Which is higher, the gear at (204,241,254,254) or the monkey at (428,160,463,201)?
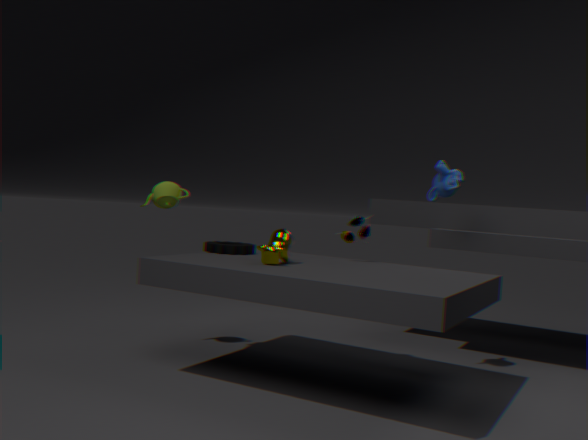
the monkey at (428,160,463,201)
